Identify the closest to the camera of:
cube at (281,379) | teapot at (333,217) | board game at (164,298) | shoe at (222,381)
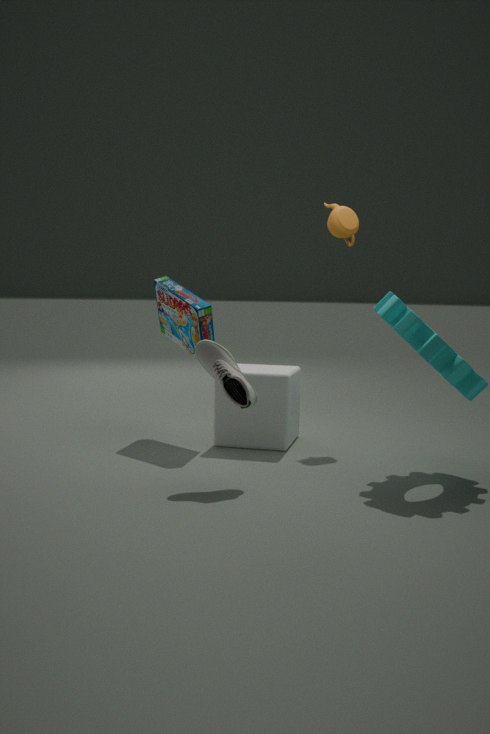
shoe at (222,381)
